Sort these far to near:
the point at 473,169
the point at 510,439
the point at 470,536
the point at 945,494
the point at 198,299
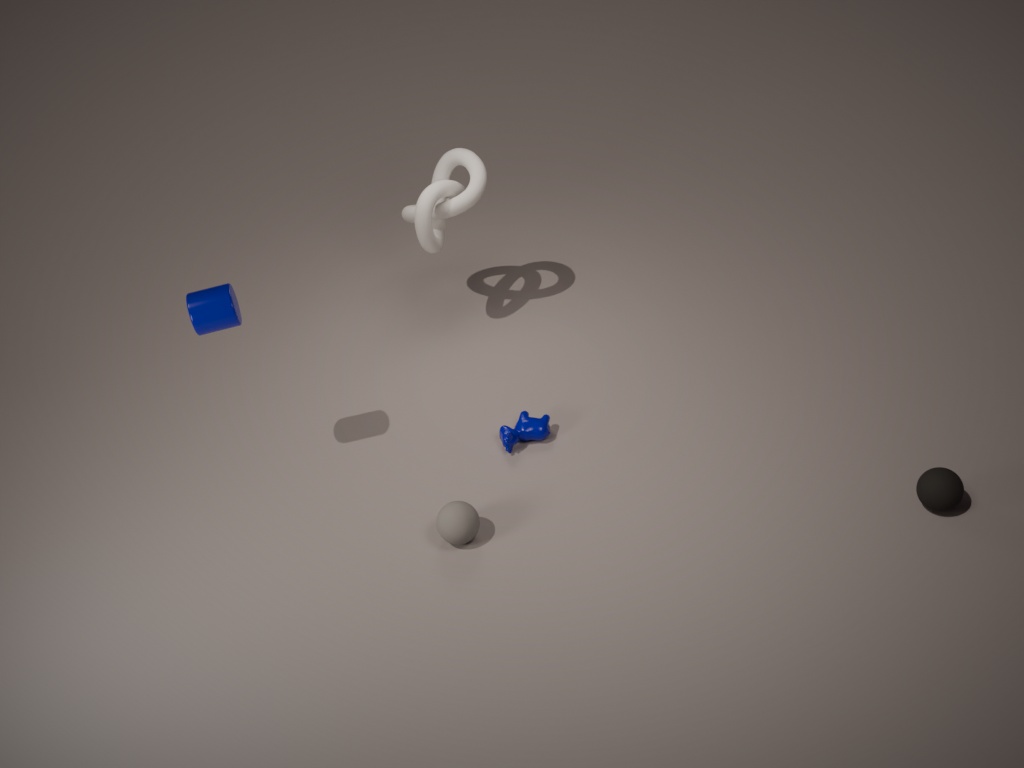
the point at 473,169 < the point at 510,439 < the point at 470,536 < the point at 198,299 < the point at 945,494
